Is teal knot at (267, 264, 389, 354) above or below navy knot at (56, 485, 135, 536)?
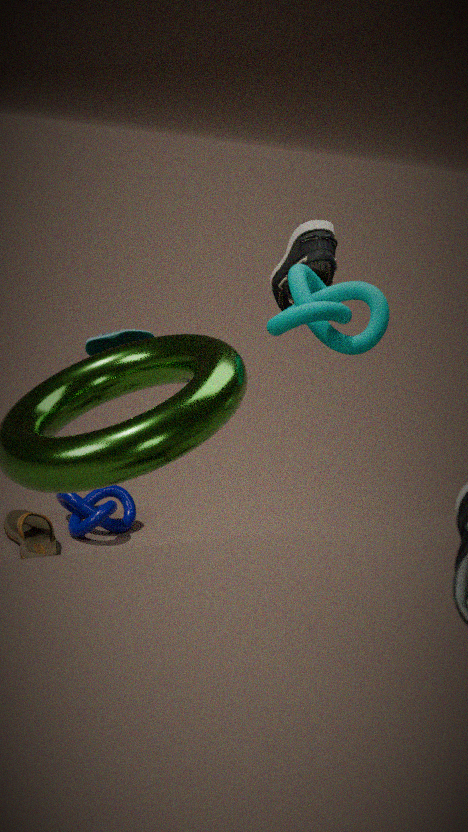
above
